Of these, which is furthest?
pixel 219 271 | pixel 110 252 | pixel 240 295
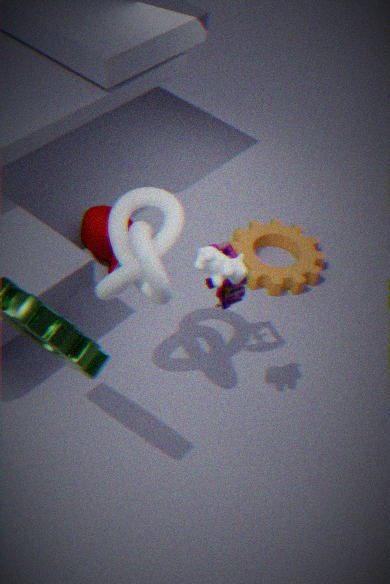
pixel 110 252
